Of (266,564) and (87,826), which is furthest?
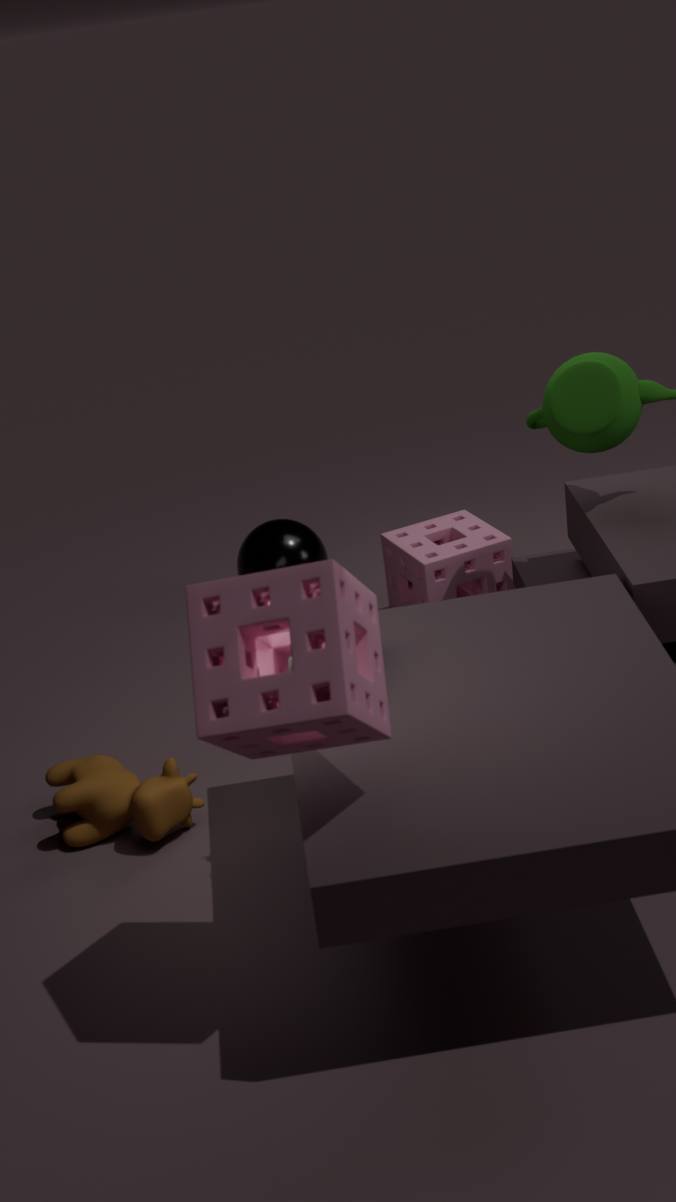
(266,564)
